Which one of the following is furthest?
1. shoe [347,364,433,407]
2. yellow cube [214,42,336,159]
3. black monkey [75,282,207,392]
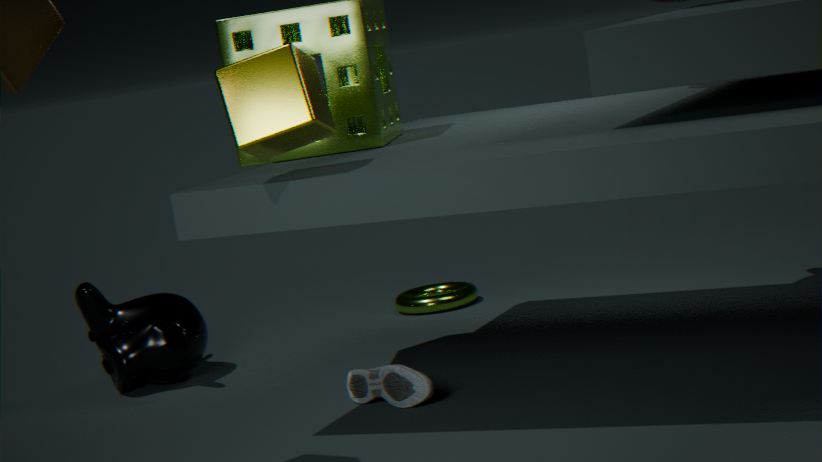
Result: black monkey [75,282,207,392]
